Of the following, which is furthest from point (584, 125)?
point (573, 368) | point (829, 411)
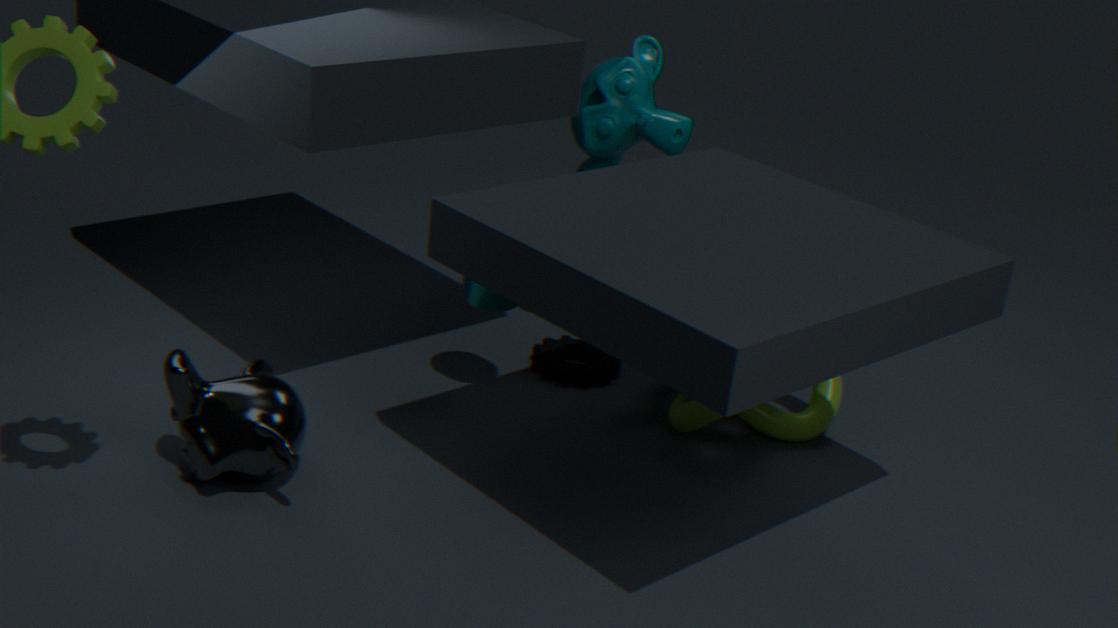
point (829, 411)
